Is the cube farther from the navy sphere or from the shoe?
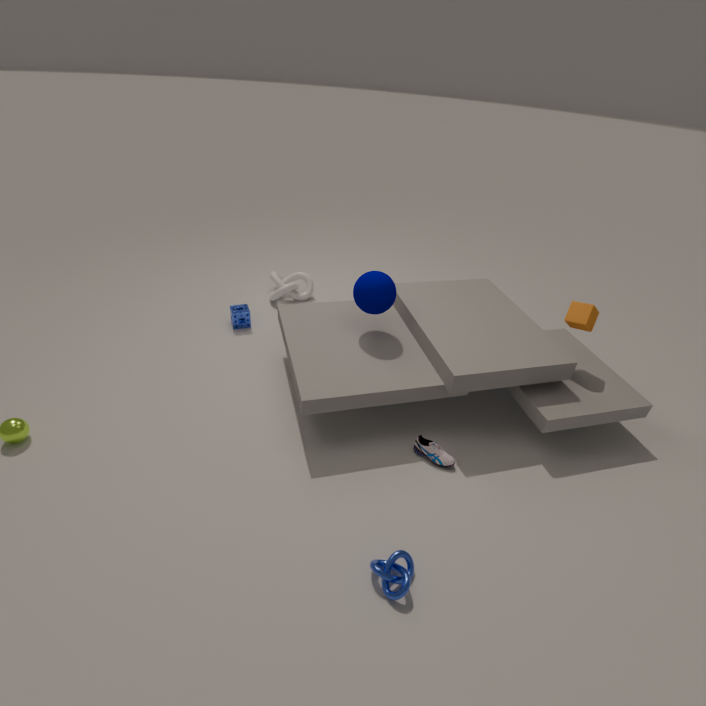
the shoe
